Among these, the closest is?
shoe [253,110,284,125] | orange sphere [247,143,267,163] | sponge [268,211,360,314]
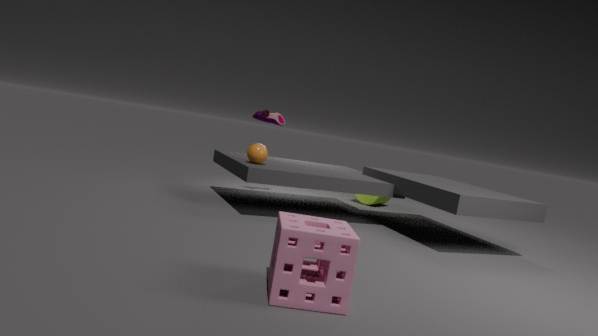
sponge [268,211,360,314]
